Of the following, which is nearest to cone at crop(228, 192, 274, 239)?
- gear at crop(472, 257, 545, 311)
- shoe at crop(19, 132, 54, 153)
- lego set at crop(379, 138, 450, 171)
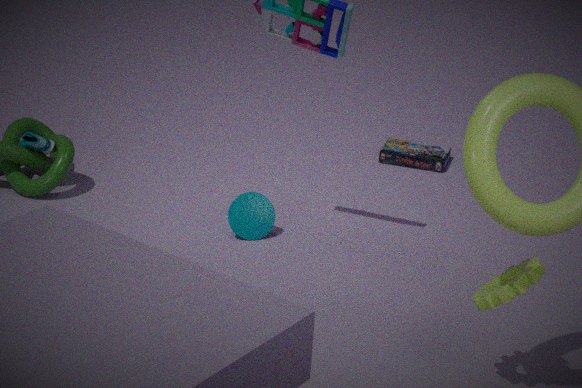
shoe at crop(19, 132, 54, 153)
